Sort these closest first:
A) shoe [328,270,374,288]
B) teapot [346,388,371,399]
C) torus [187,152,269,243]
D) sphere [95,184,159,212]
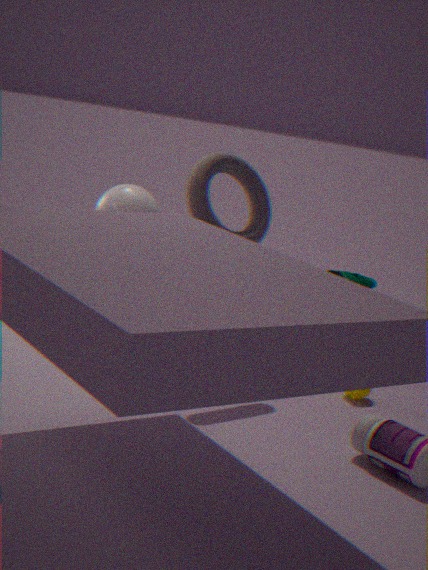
torus [187,152,269,243], sphere [95,184,159,212], teapot [346,388,371,399], shoe [328,270,374,288]
